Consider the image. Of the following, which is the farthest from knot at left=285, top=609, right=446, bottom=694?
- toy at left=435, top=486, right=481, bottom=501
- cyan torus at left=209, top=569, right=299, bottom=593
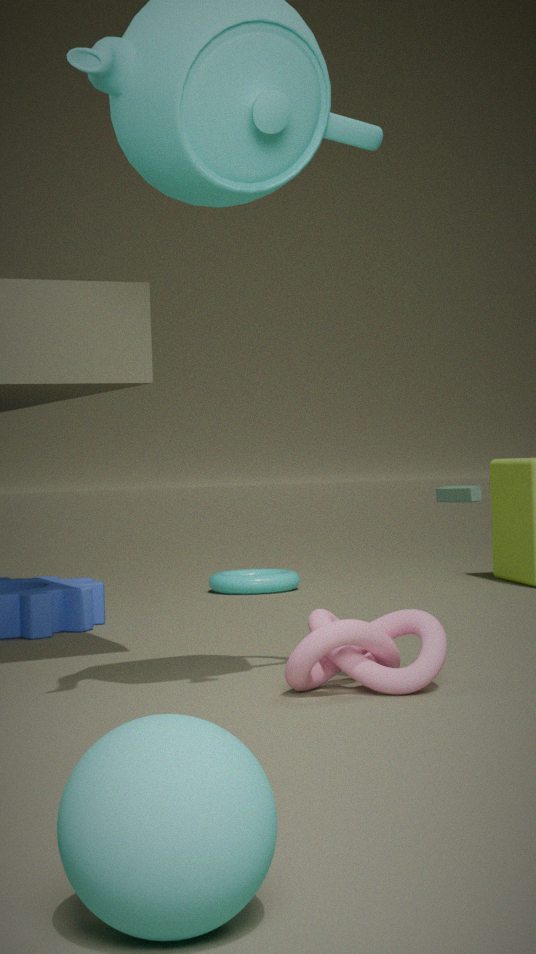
toy at left=435, top=486, right=481, bottom=501
